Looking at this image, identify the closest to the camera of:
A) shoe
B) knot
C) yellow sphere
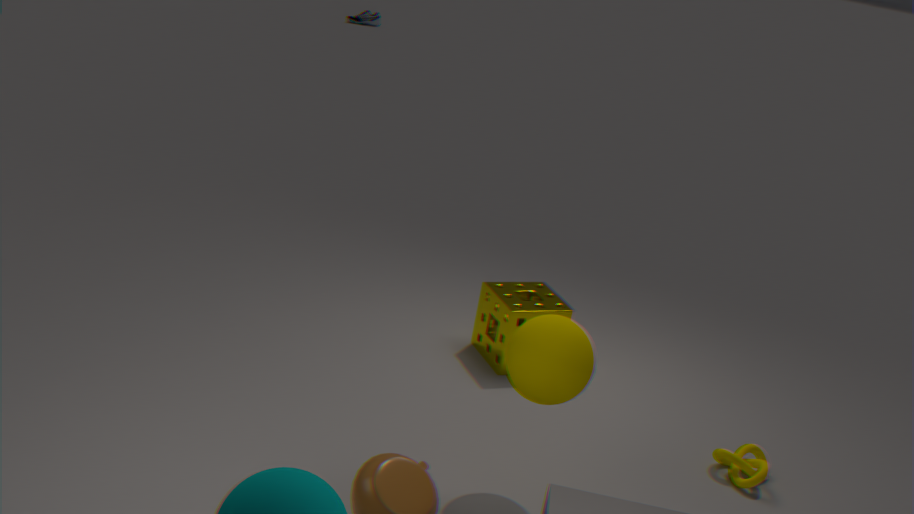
yellow sphere
